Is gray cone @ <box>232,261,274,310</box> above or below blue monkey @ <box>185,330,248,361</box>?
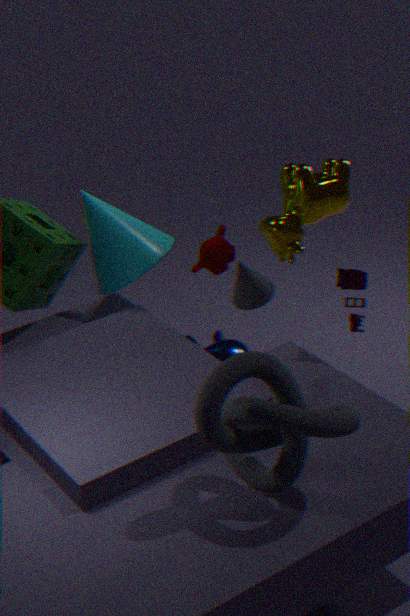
above
